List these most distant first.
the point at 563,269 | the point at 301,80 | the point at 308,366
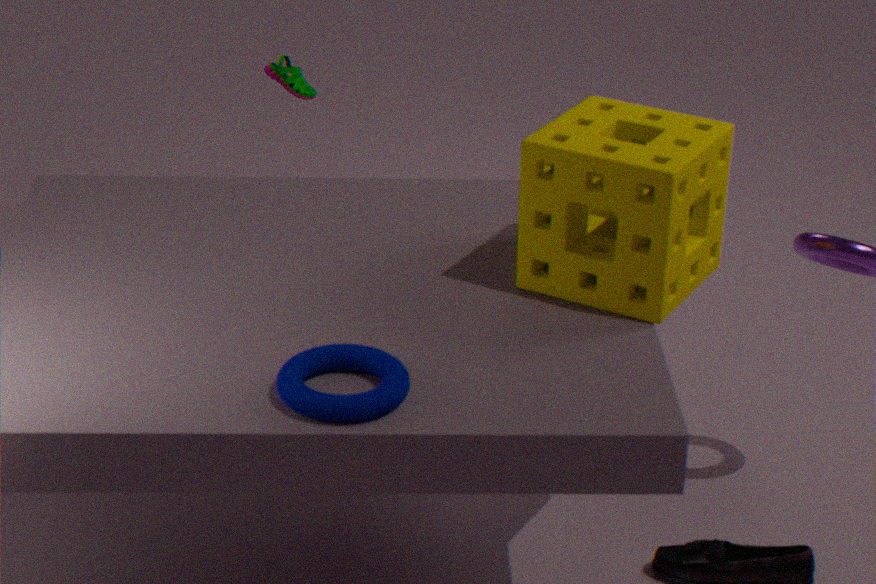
the point at 301,80
the point at 563,269
the point at 308,366
